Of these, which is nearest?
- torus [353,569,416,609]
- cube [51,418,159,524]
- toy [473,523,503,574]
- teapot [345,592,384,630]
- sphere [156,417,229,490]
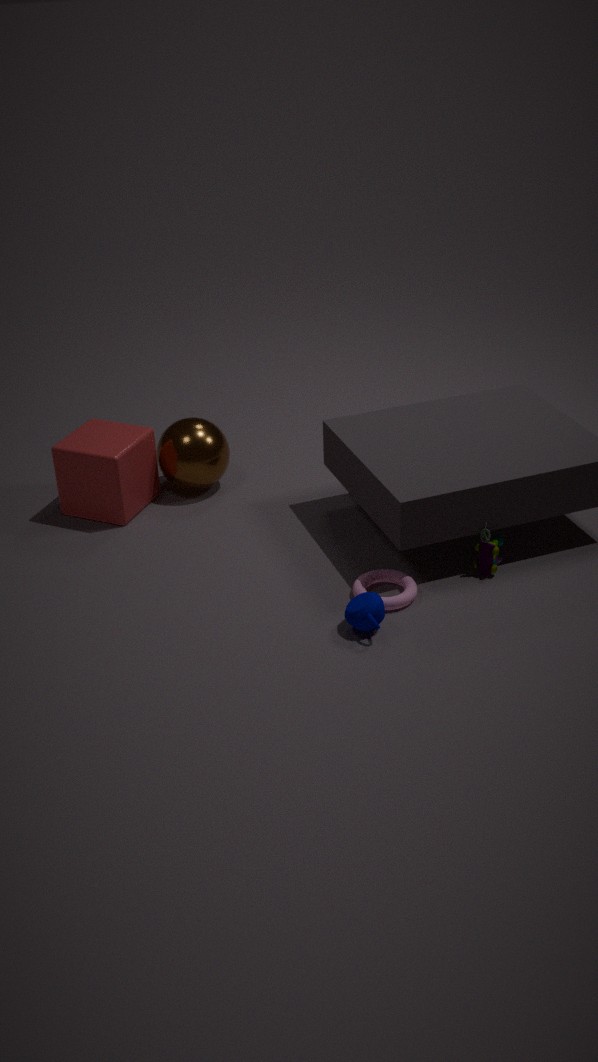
teapot [345,592,384,630]
